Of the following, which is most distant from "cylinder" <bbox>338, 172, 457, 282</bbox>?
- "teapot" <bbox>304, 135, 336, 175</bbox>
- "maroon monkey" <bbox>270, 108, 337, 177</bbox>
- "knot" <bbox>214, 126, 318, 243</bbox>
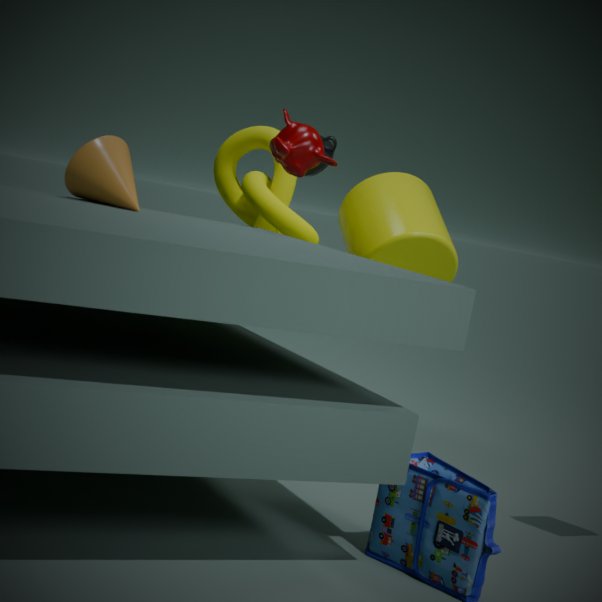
"maroon monkey" <bbox>270, 108, 337, 177</bbox>
